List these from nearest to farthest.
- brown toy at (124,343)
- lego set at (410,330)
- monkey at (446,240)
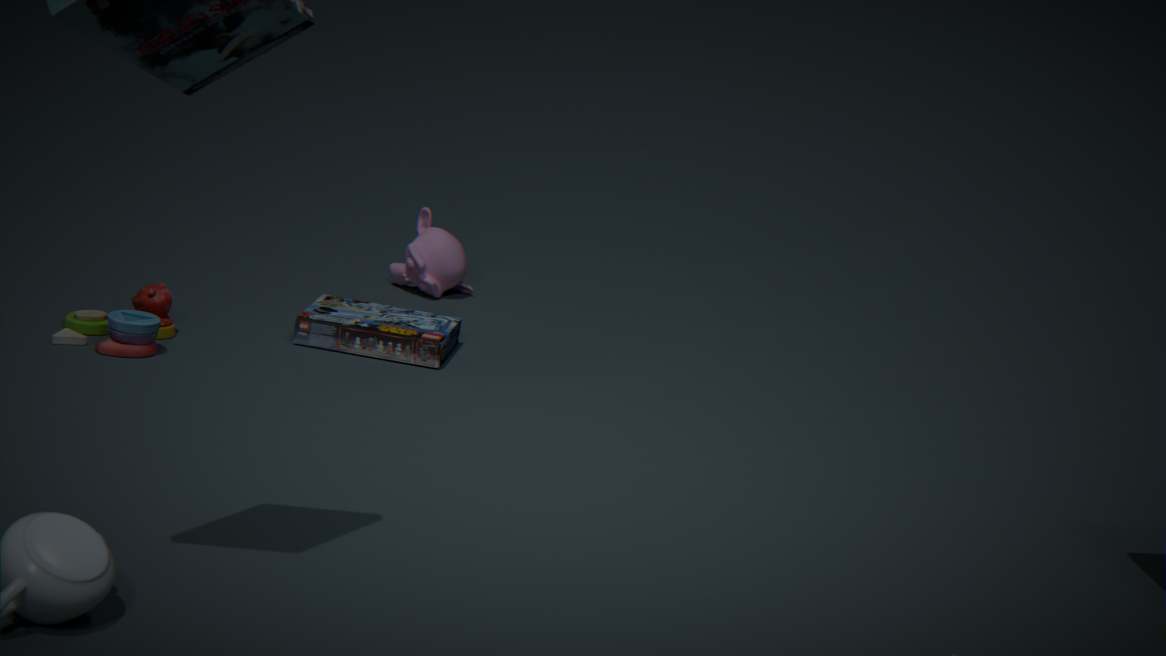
brown toy at (124,343), lego set at (410,330), monkey at (446,240)
